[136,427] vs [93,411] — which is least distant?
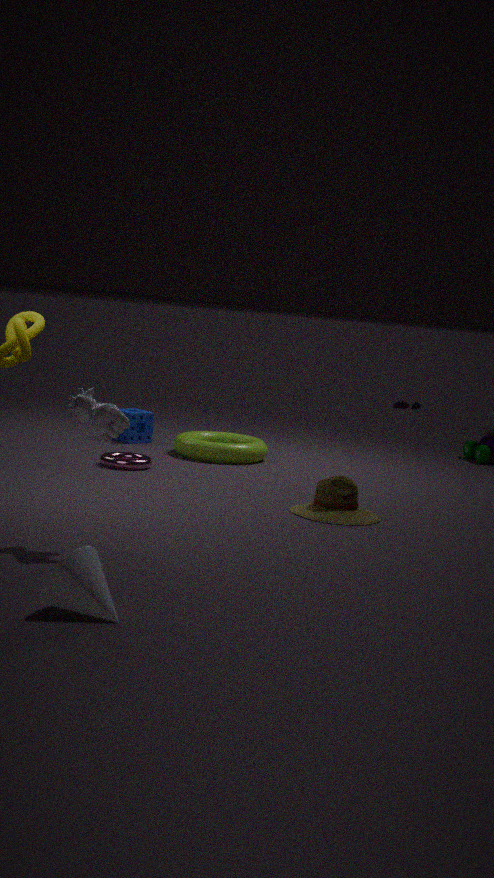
[93,411]
